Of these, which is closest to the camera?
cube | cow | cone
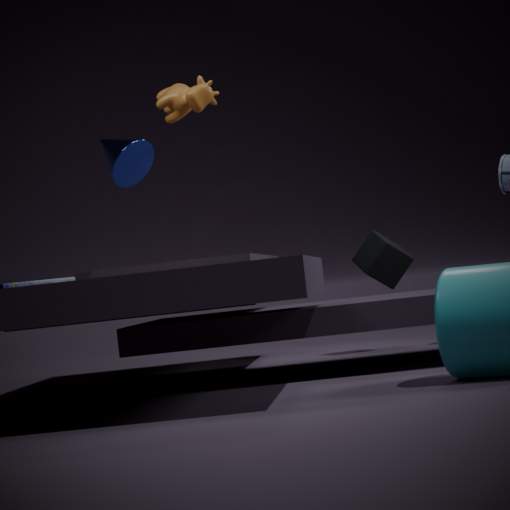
cow
